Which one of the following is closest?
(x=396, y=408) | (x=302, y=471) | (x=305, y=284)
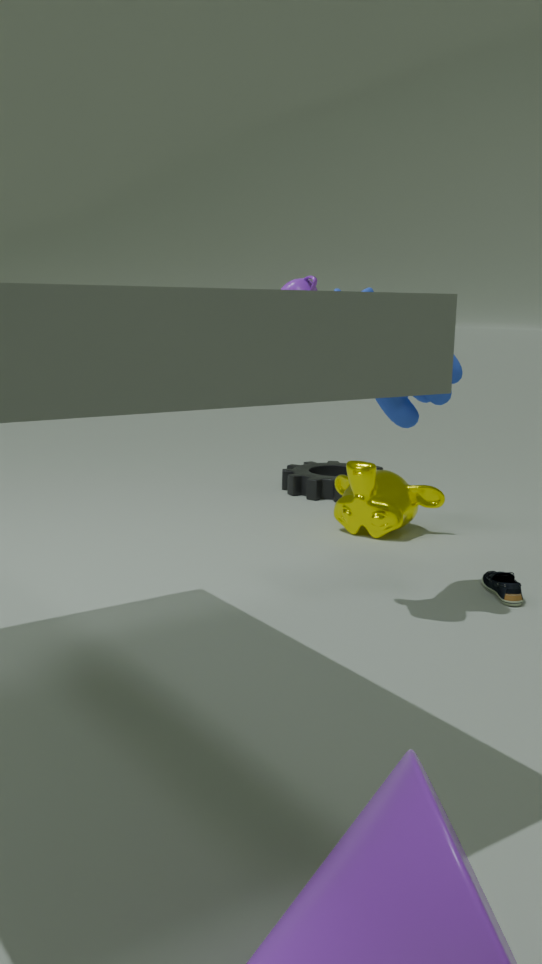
(x=396, y=408)
